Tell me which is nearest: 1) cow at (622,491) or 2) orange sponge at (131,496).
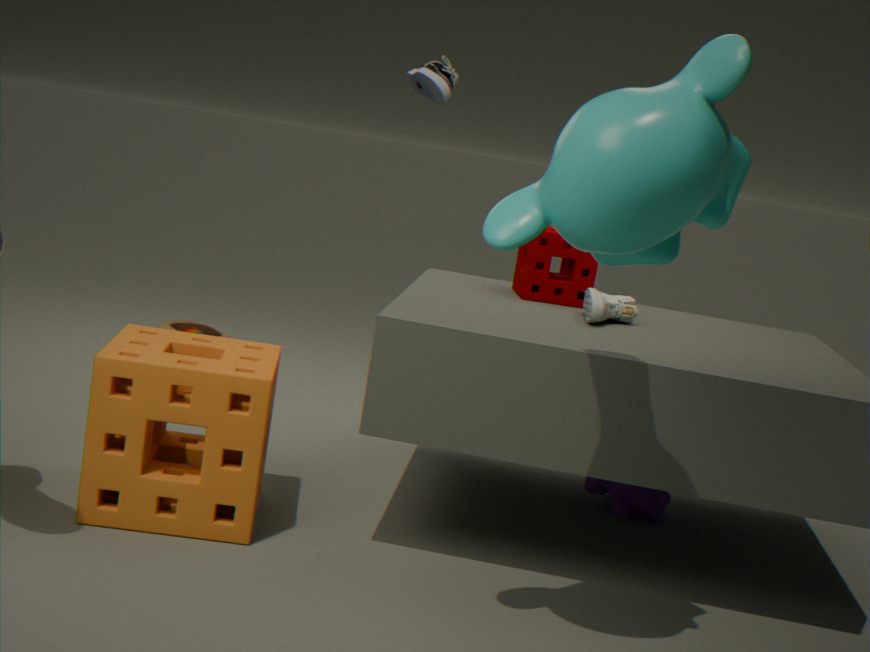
2. orange sponge at (131,496)
